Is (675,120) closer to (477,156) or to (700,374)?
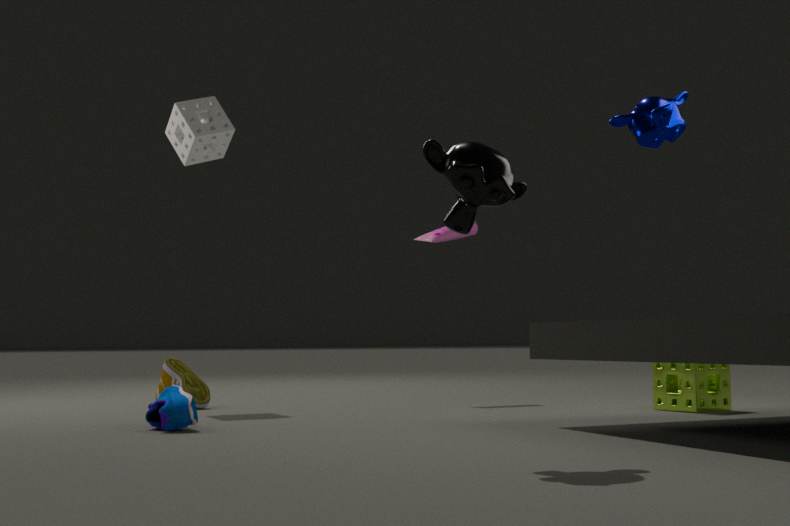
(700,374)
